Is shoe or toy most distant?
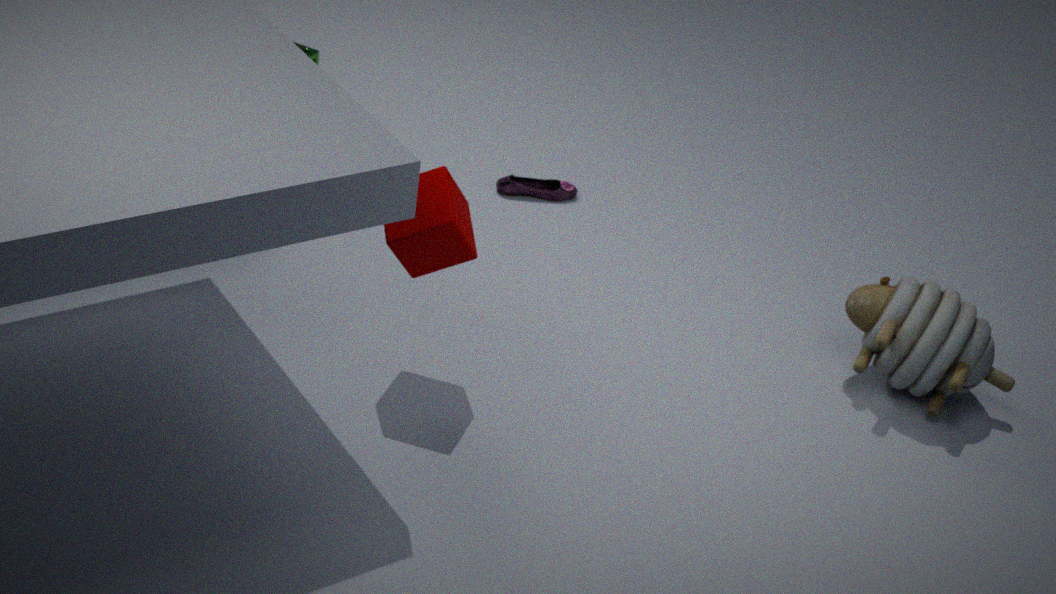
shoe
